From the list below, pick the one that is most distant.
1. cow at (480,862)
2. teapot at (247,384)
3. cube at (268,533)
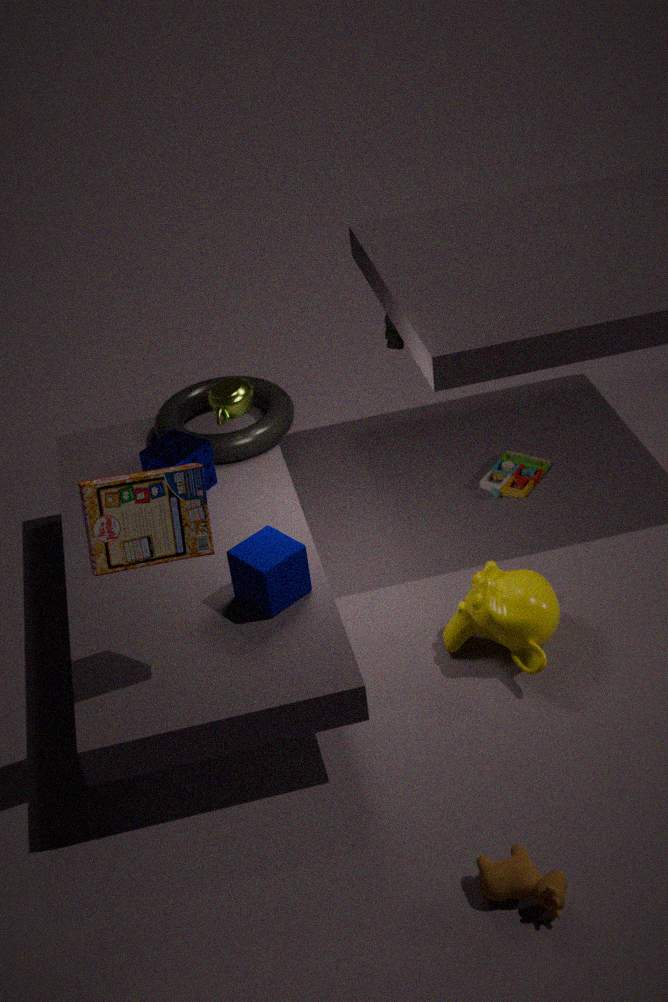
teapot at (247,384)
